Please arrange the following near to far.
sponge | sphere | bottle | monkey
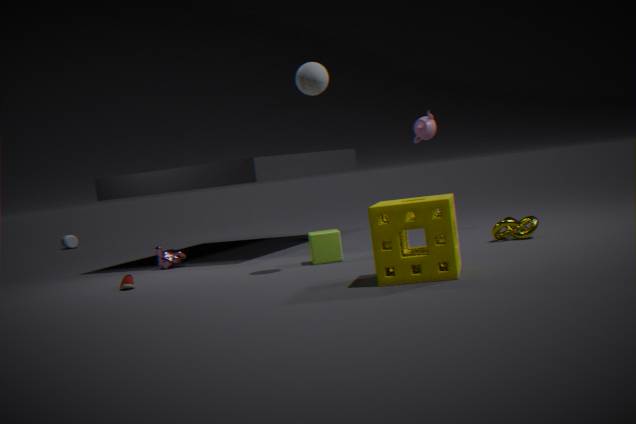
sponge → sphere → monkey → bottle
